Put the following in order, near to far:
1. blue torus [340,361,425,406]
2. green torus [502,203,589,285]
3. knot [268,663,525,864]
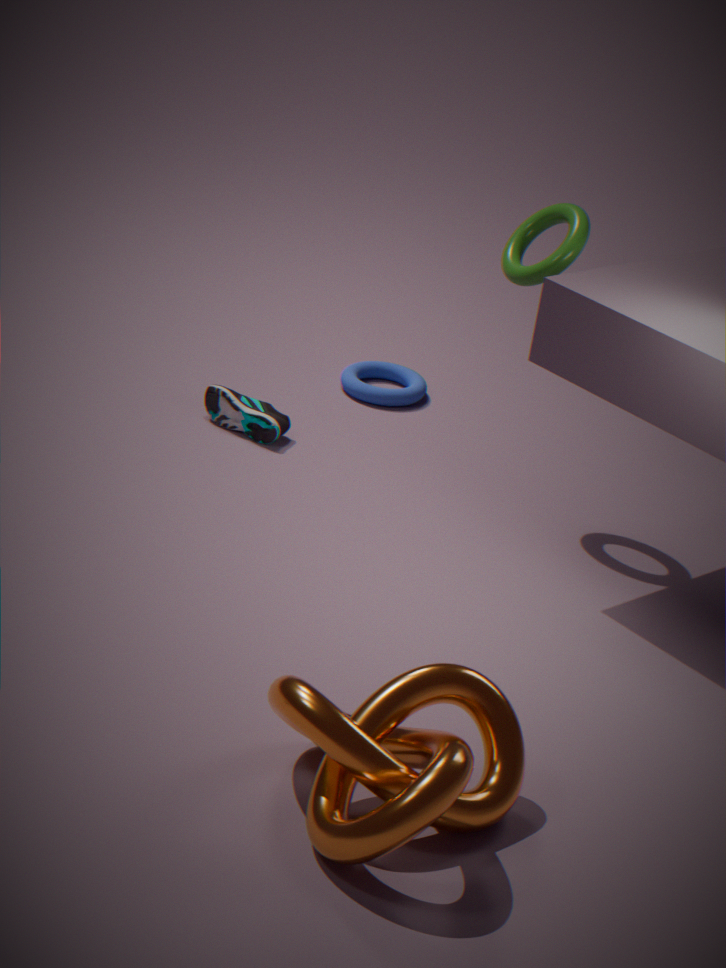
knot [268,663,525,864]
green torus [502,203,589,285]
blue torus [340,361,425,406]
